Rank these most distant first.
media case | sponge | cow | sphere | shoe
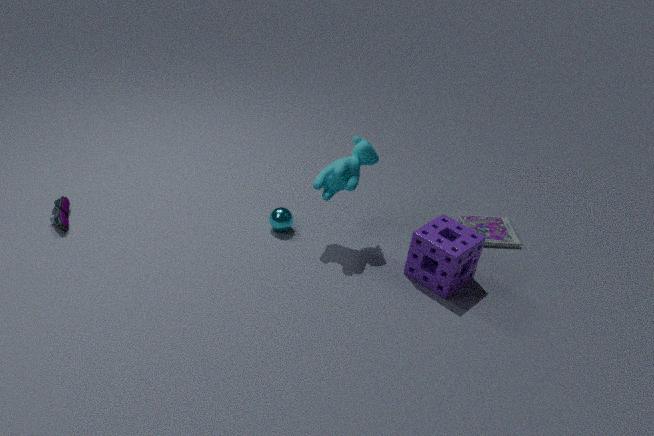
media case, sphere, shoe, cow, sponge
